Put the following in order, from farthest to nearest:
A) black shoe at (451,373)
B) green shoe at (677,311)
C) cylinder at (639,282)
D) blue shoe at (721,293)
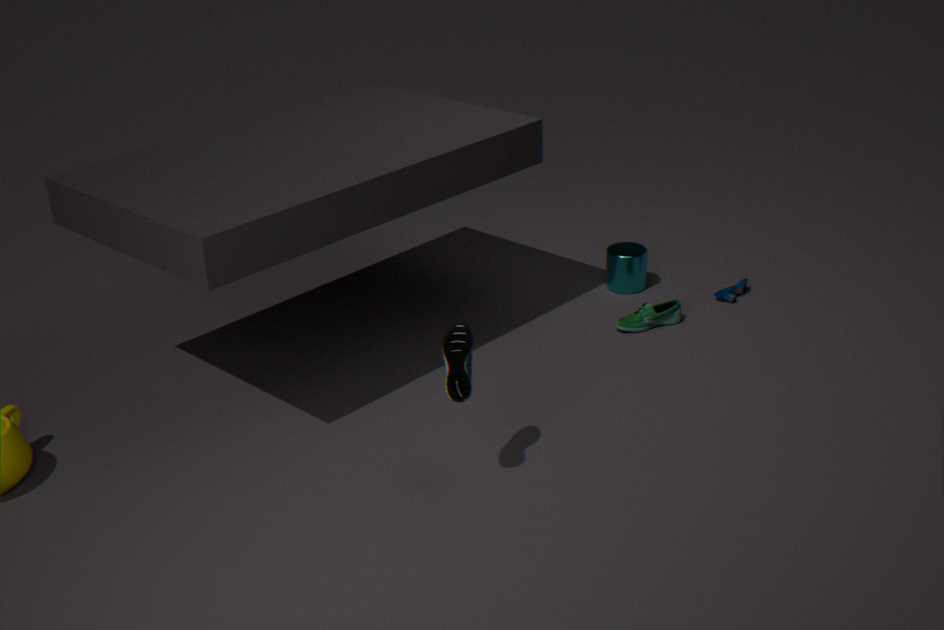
cylinder at (639,282) → blue shoe at (721,293) → green shoe at (677,311) → black shoe at (451,373)
